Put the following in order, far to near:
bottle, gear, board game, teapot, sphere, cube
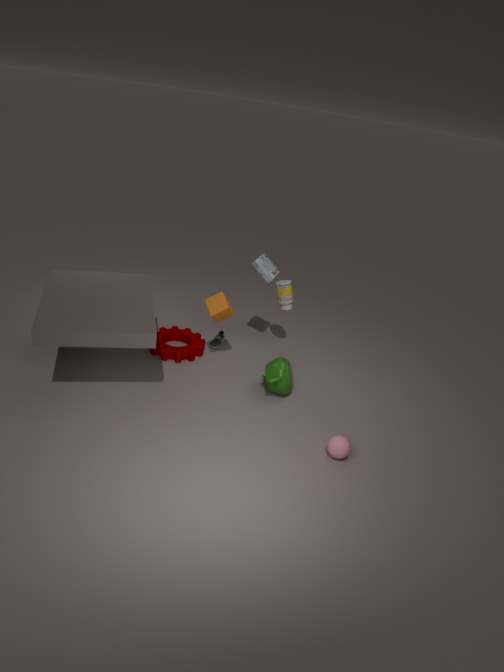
bottle → board game → gear → cube → teapot → sphere
